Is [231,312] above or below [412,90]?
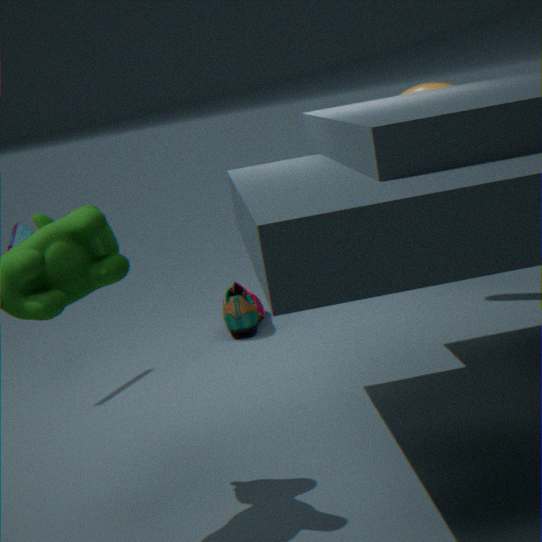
below
